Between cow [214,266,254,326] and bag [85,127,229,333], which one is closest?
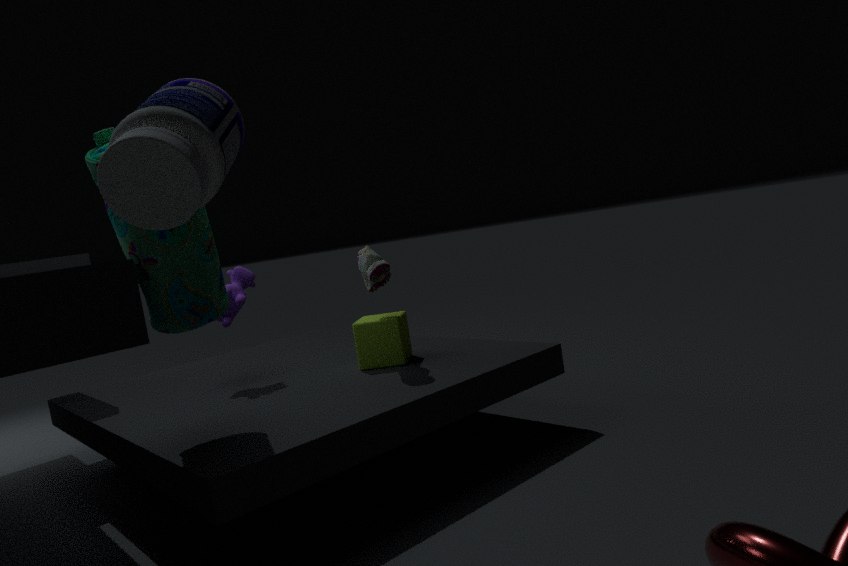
bag [85,127,229,333]
